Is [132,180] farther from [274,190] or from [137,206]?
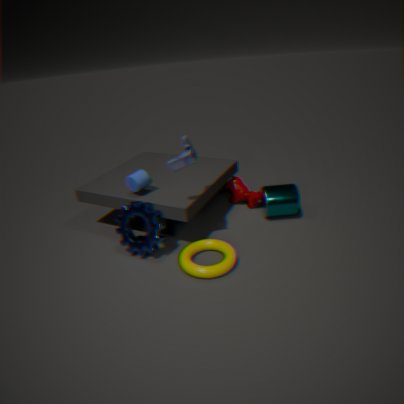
[274,190]
